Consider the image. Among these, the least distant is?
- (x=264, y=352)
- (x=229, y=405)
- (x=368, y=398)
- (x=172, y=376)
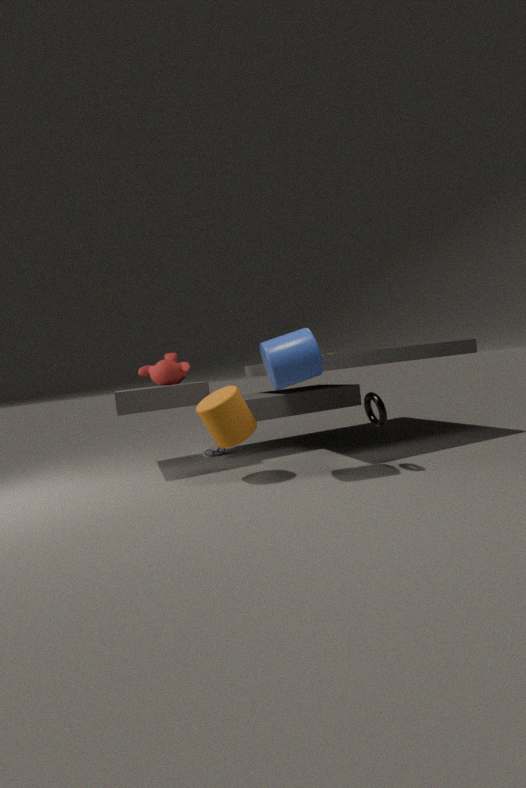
(x=264, y=352)
